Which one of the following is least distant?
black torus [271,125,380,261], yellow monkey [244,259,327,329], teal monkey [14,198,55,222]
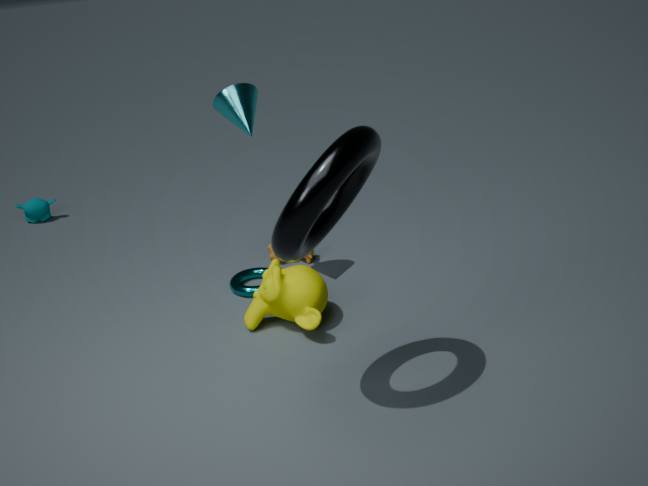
black torus [271,125,380,261]
